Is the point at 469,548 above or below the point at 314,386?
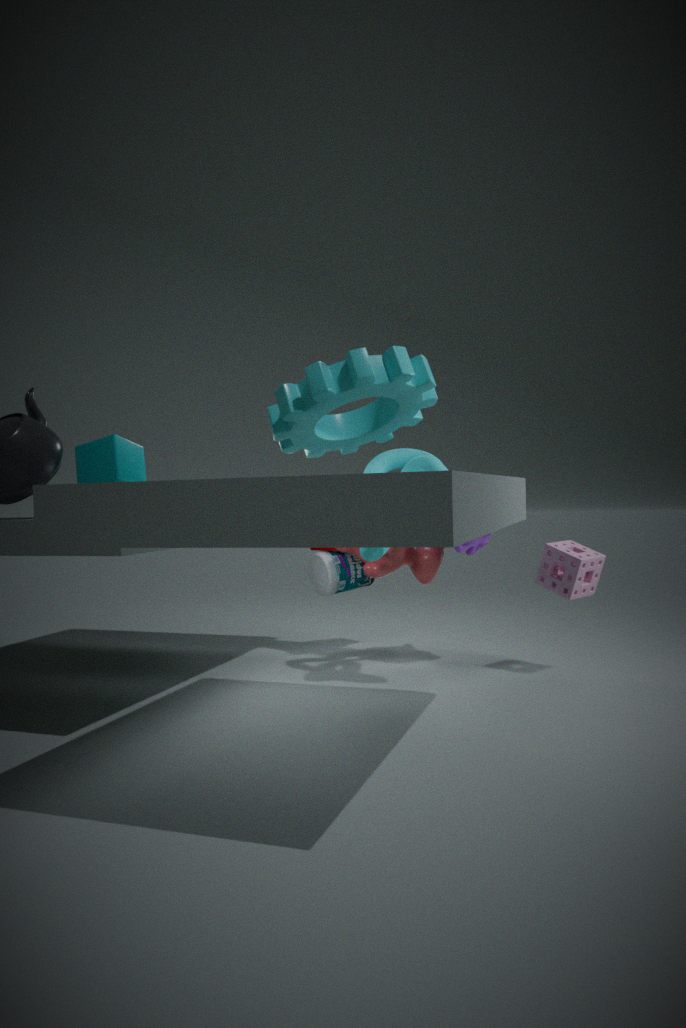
below
